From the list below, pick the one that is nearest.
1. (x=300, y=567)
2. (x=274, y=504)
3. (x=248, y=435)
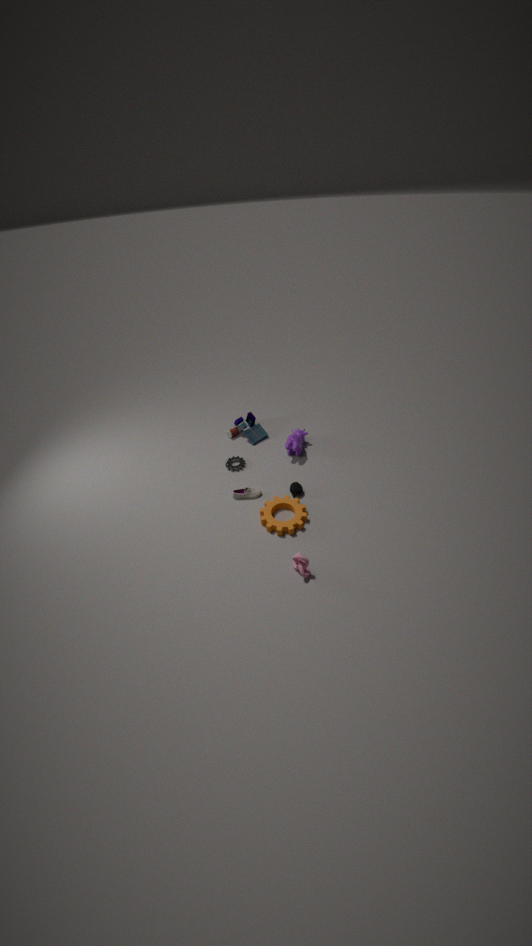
(x=300, y=567)
